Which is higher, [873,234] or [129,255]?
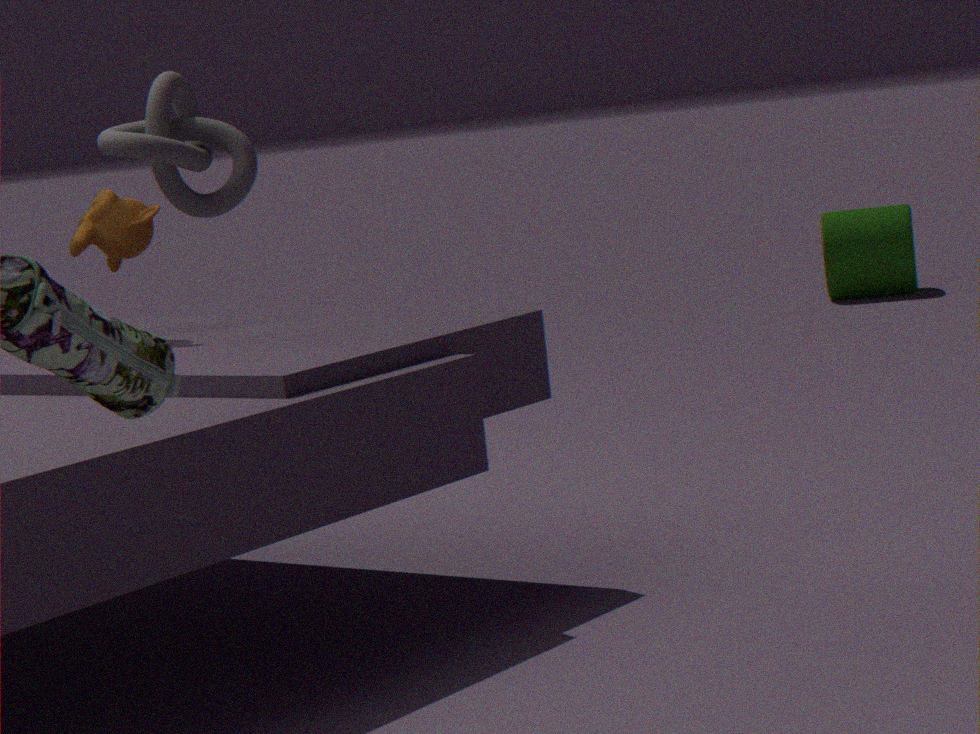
[129,255]
